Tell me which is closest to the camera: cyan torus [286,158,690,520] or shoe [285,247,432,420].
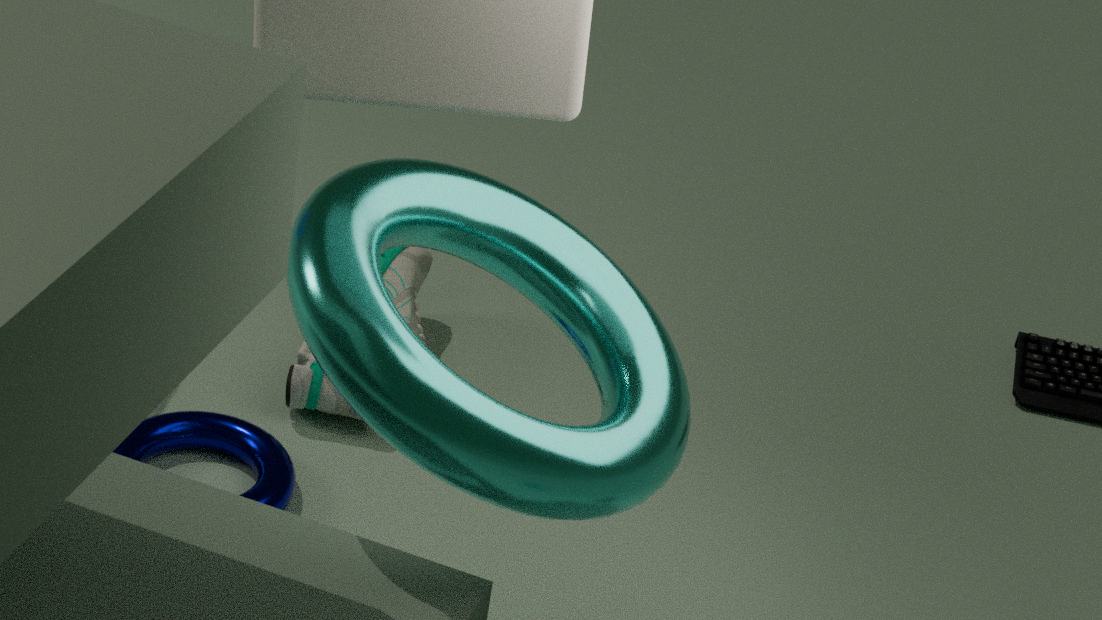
cyan torus [286,158,690,520]
